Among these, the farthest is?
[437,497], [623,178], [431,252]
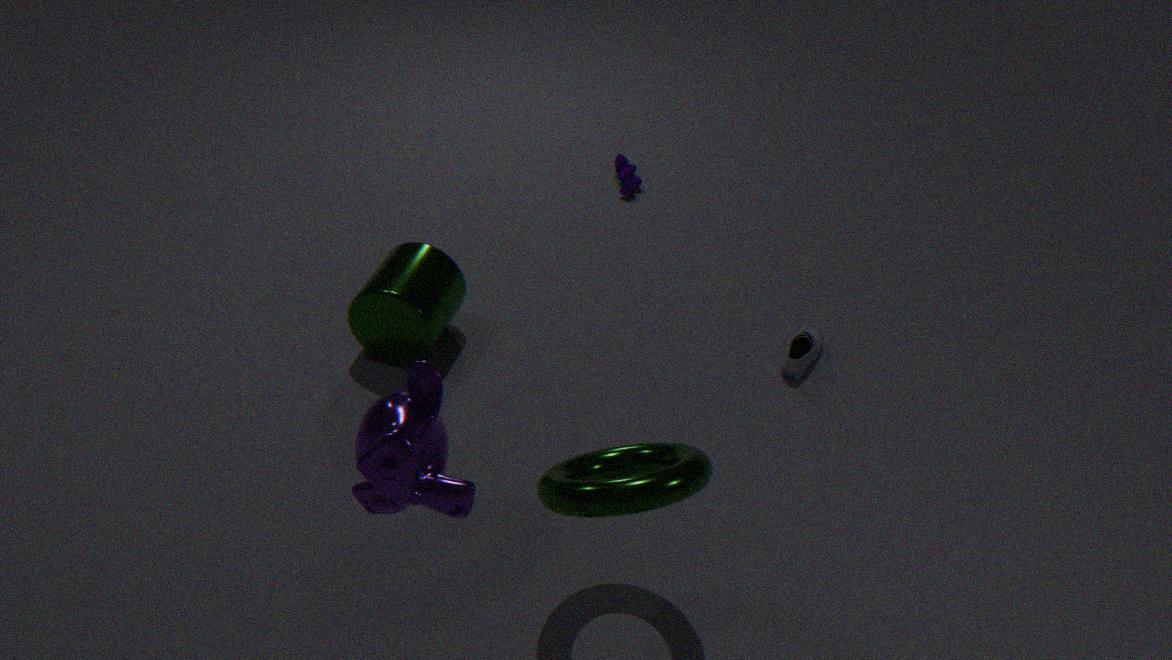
[623,178]
